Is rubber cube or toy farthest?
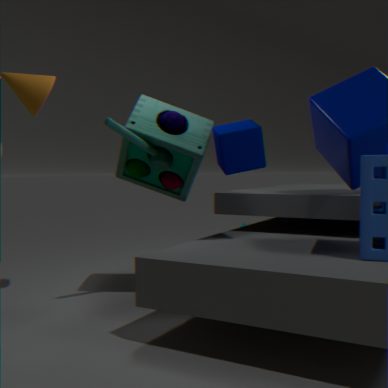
toy
